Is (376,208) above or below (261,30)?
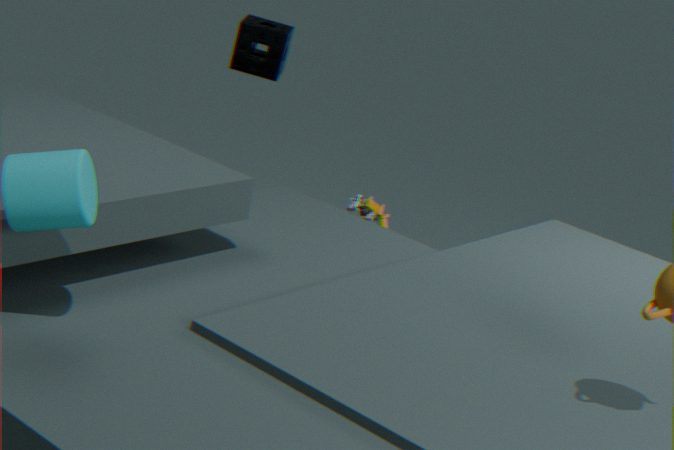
below
